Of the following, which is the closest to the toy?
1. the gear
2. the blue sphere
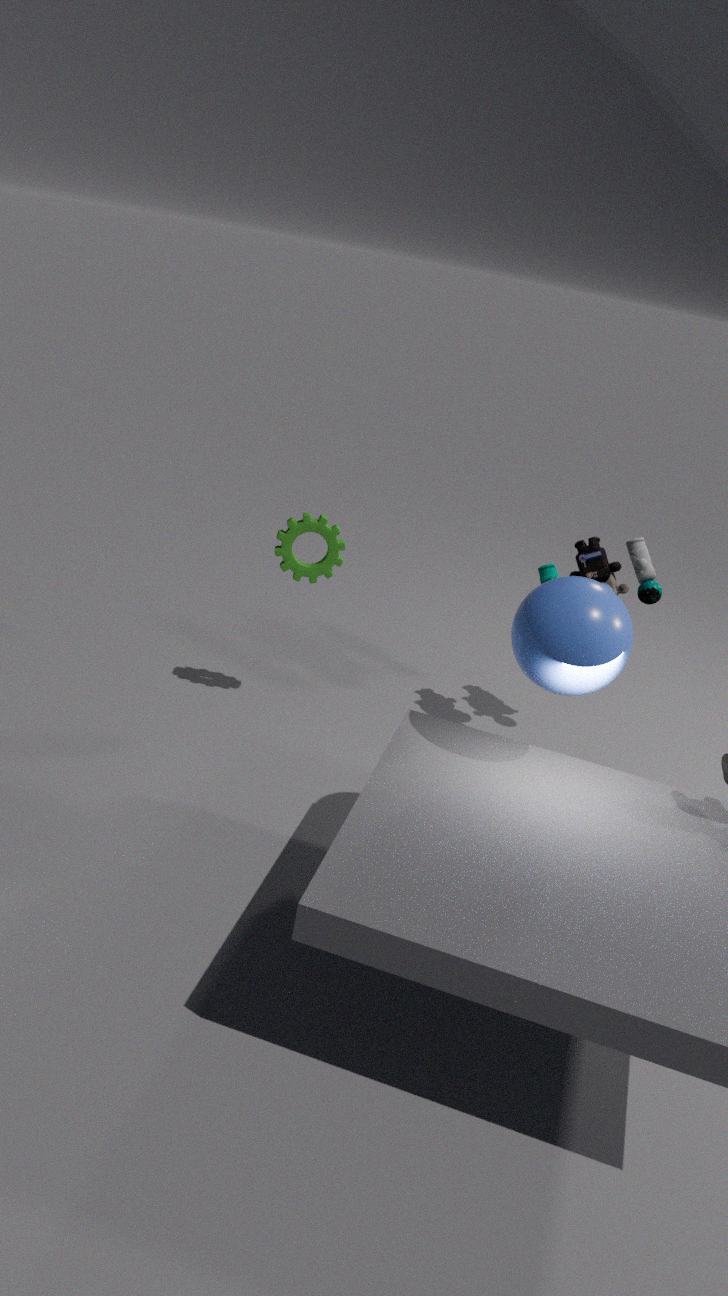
the blue sphere
